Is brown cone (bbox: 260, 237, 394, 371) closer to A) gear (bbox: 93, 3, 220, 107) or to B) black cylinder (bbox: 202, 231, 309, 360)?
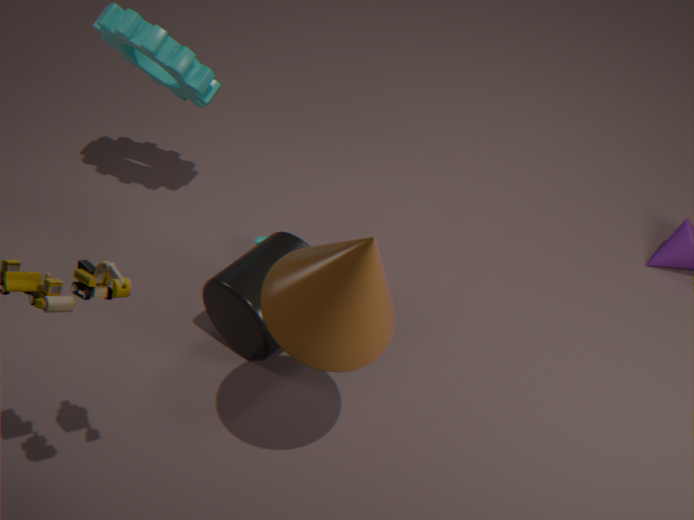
B) black cylinder (bbox: 202, 231, 309, 360)
